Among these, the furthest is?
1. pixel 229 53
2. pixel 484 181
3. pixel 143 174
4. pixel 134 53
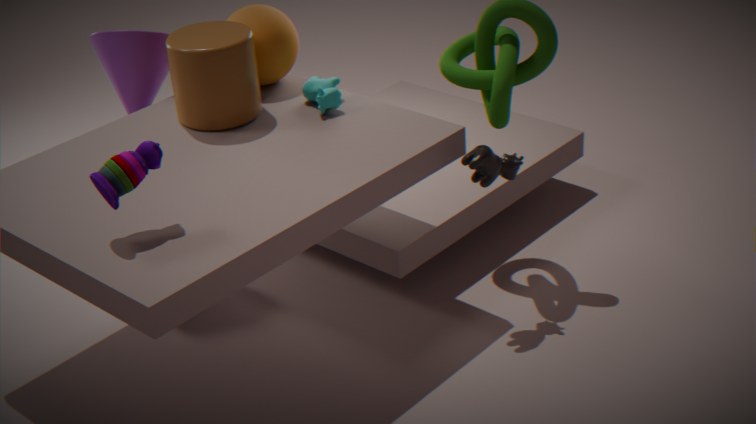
pixel 134 53
